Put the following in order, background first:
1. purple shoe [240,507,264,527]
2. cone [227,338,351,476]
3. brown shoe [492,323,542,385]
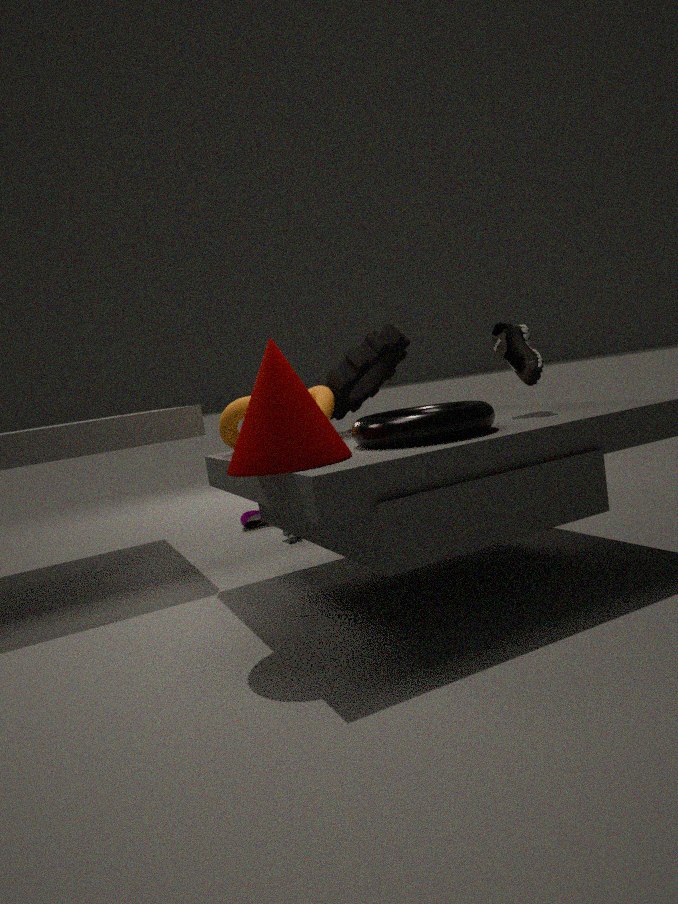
1. purple shoe [240,507,264,527]
2. brown shoe [492,323,542,385]
3. cone [227,338,351,476]
